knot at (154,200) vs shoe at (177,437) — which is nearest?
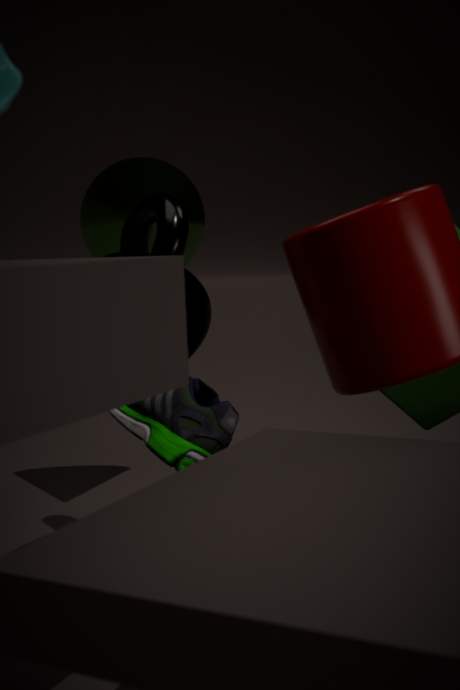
shoe at (177,437)
